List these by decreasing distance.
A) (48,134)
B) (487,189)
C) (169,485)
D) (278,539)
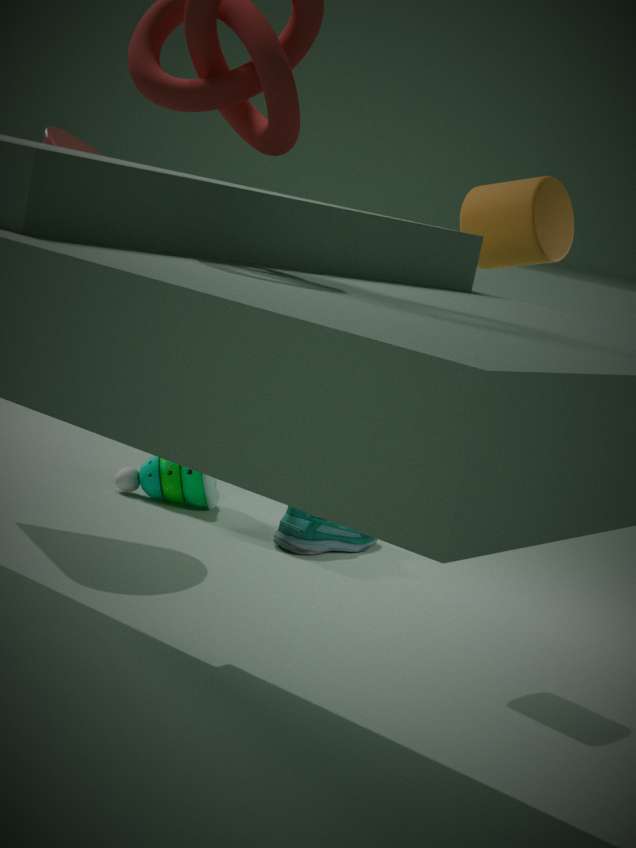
(169,485) < (278,539) < (48,134) < (487,189)
